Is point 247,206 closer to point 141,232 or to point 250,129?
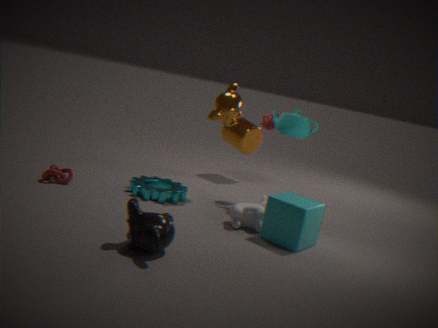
point 141,232
